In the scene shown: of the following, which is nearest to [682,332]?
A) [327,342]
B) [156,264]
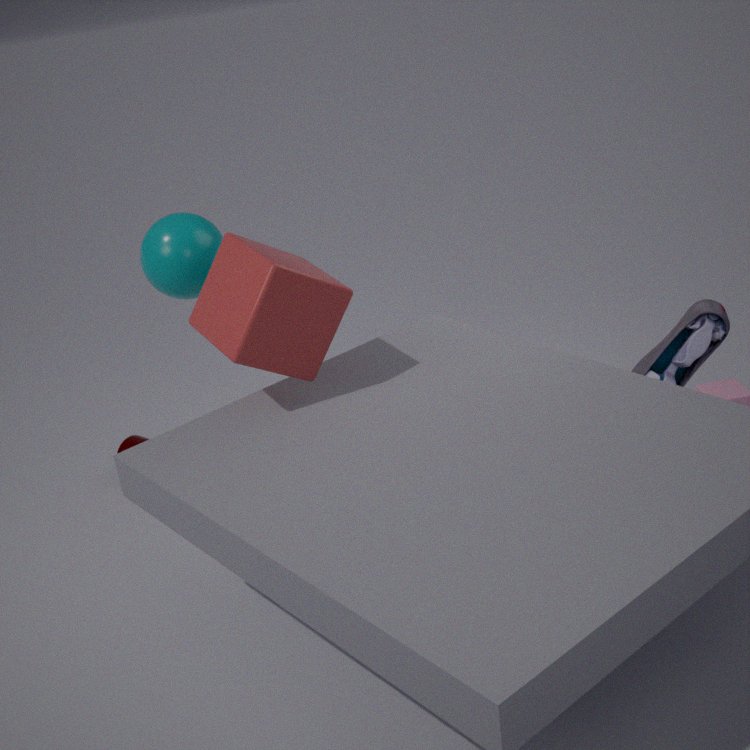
[327,342]
